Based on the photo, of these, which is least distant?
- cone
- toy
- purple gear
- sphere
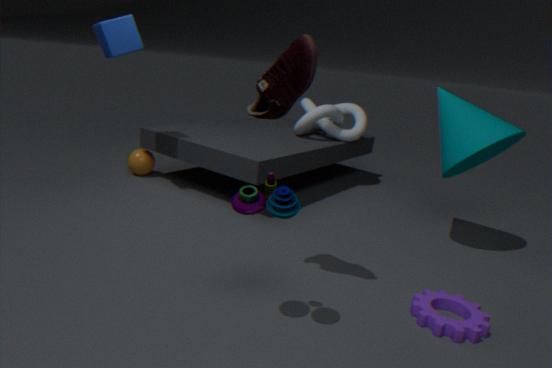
toy
